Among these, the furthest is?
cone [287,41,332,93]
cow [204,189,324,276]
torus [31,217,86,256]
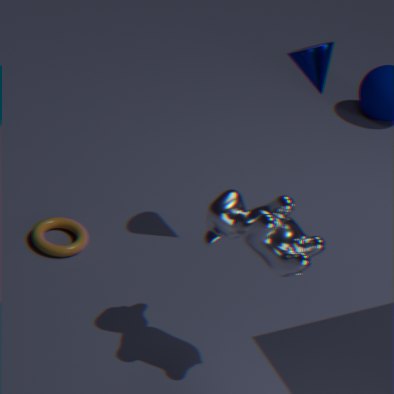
torus [31,217,86,256]
